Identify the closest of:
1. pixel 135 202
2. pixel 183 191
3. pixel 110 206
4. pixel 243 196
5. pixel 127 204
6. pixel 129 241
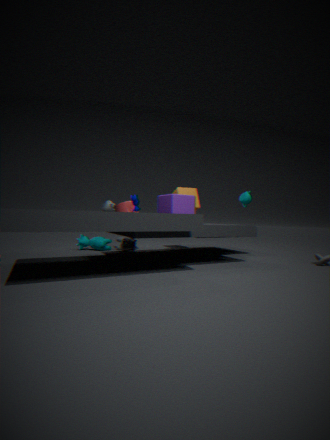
pixel 110 206
